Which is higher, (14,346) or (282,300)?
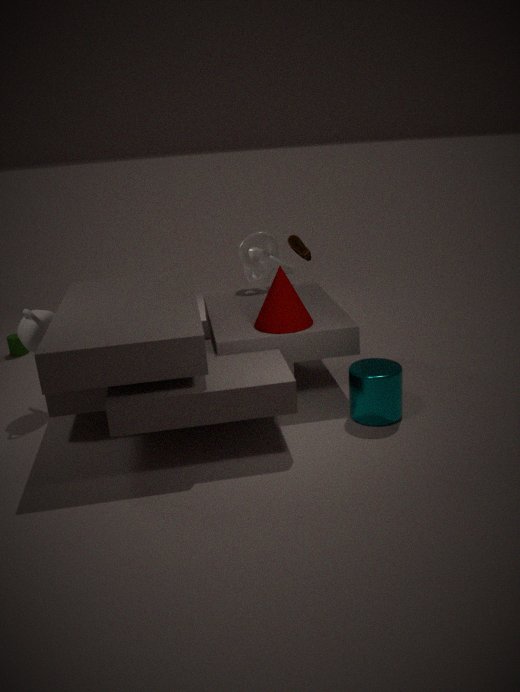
(282,300)
